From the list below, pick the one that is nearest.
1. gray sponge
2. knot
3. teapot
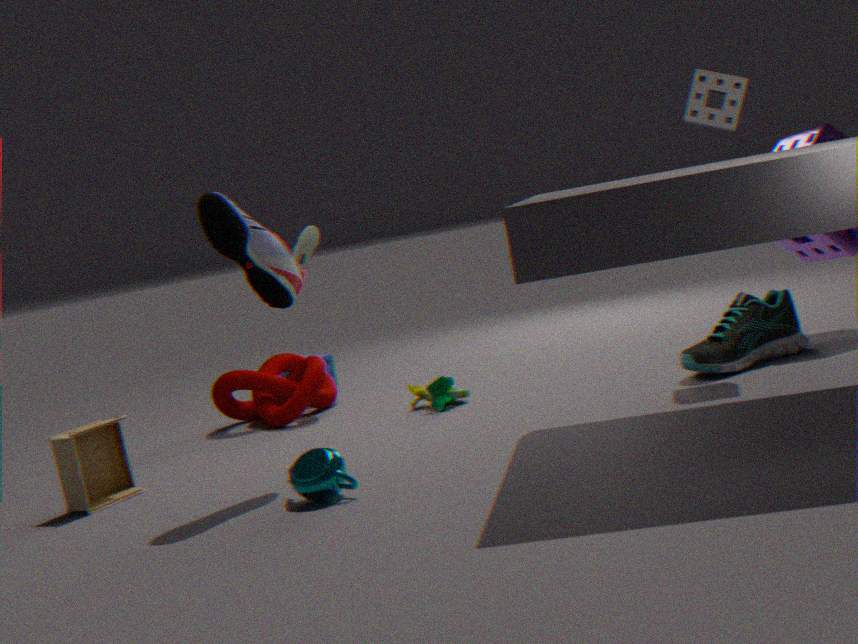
teapot
